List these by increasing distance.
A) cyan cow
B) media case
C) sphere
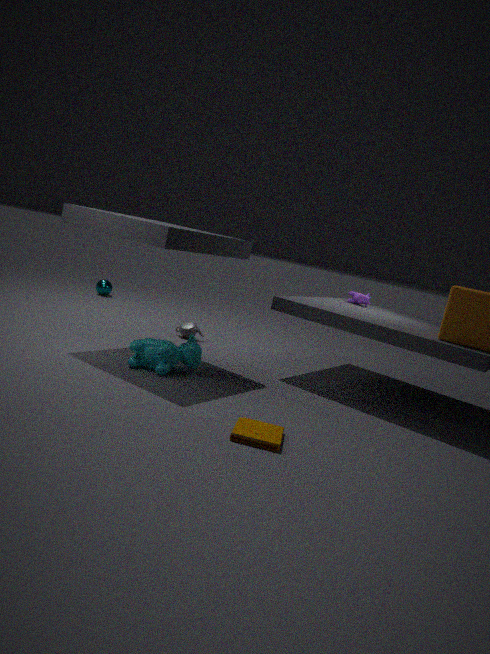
1. media case
2. cyan cow
3. sphere
